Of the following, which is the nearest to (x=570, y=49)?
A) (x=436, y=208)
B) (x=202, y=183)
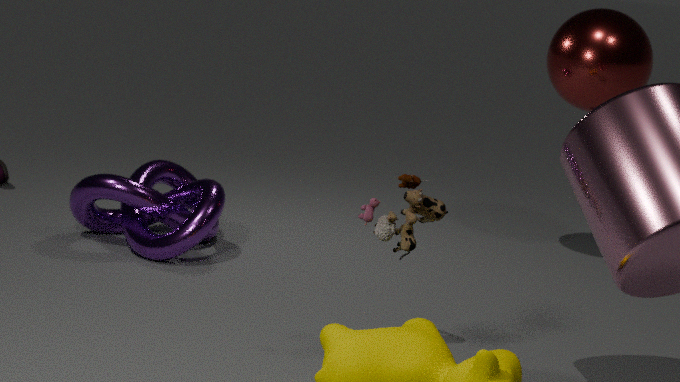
(x=436, y=208)
